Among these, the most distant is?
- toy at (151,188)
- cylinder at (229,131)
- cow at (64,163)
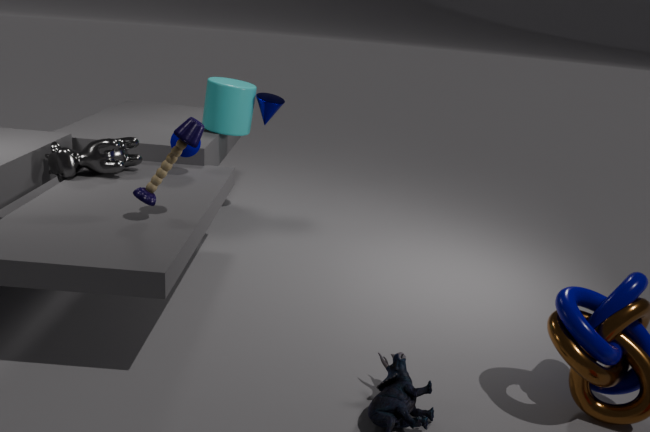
cylinder at (229,131)
